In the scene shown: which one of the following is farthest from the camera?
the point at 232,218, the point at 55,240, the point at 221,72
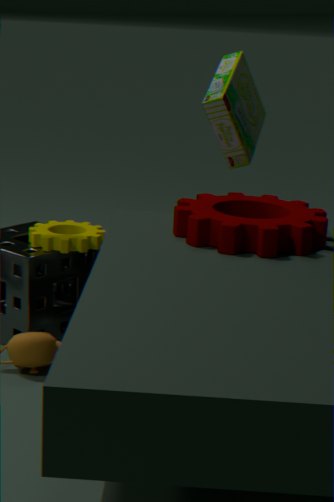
the point at 221,72
